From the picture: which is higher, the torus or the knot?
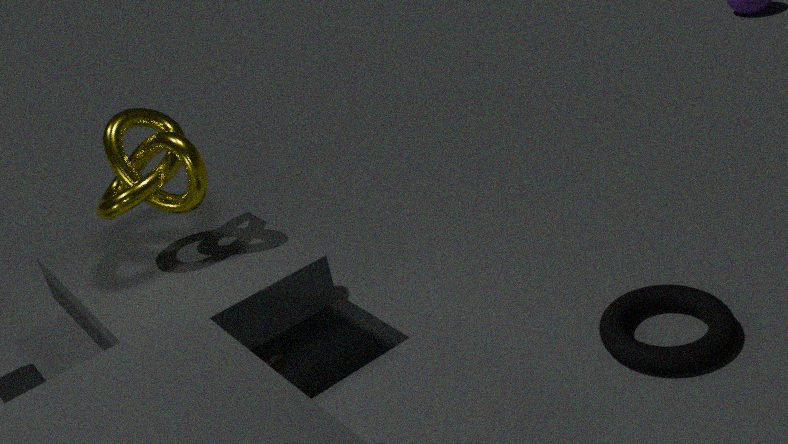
the knot
